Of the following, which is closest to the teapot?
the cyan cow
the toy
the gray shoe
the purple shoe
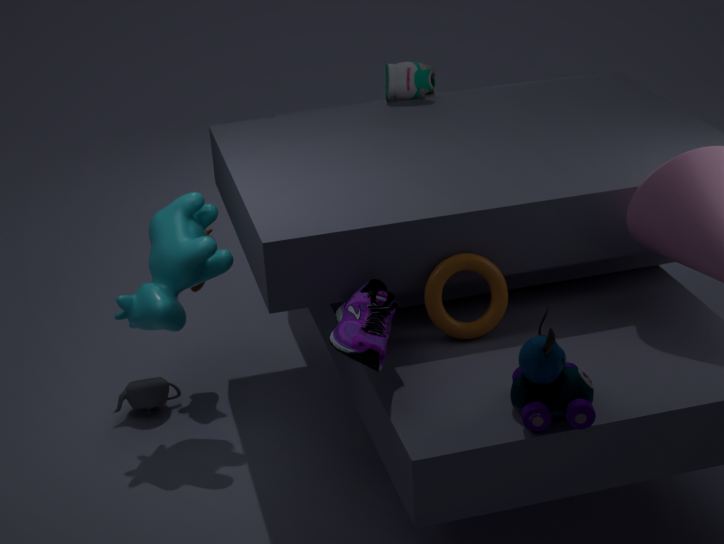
the cyan cow
